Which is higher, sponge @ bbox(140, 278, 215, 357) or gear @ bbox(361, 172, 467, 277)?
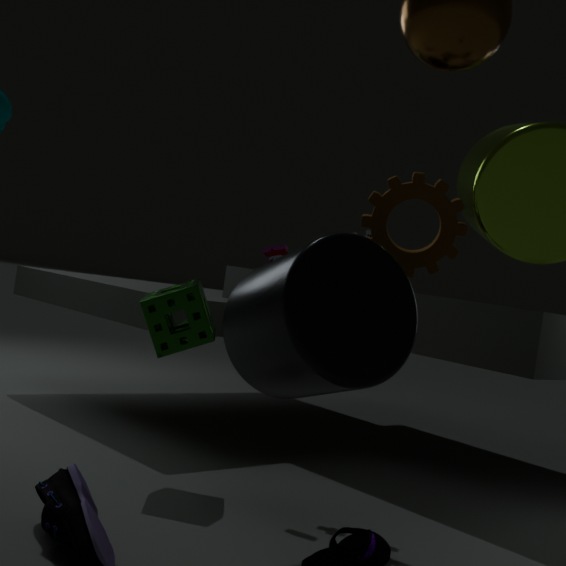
gear @ bbox(361, 172, 467, 277)
